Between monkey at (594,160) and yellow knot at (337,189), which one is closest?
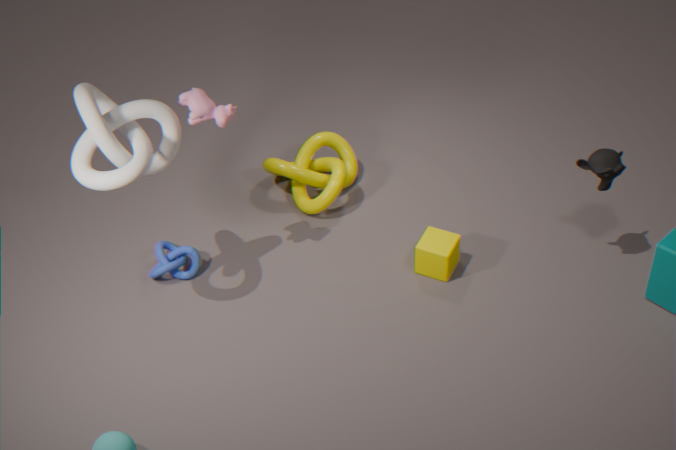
monkey at (594,160)
